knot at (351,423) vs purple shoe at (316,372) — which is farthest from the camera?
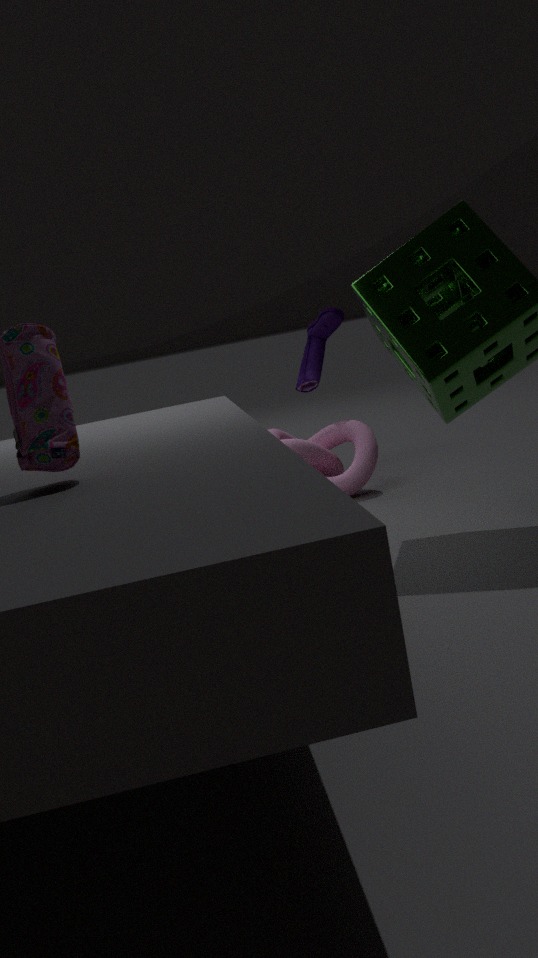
purple shoe at (316,372)
